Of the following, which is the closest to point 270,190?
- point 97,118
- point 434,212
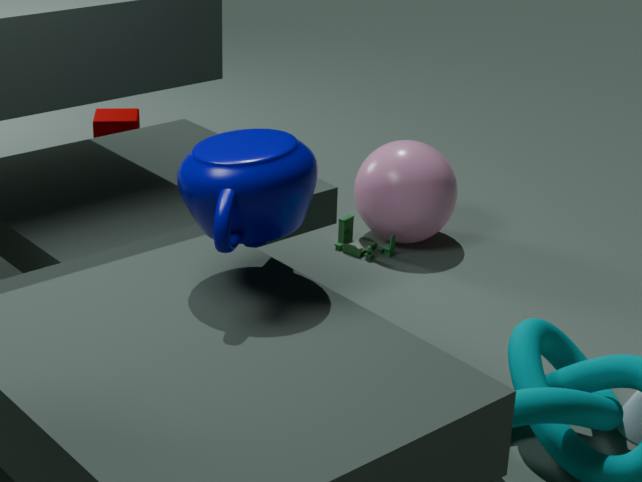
point 434,212
